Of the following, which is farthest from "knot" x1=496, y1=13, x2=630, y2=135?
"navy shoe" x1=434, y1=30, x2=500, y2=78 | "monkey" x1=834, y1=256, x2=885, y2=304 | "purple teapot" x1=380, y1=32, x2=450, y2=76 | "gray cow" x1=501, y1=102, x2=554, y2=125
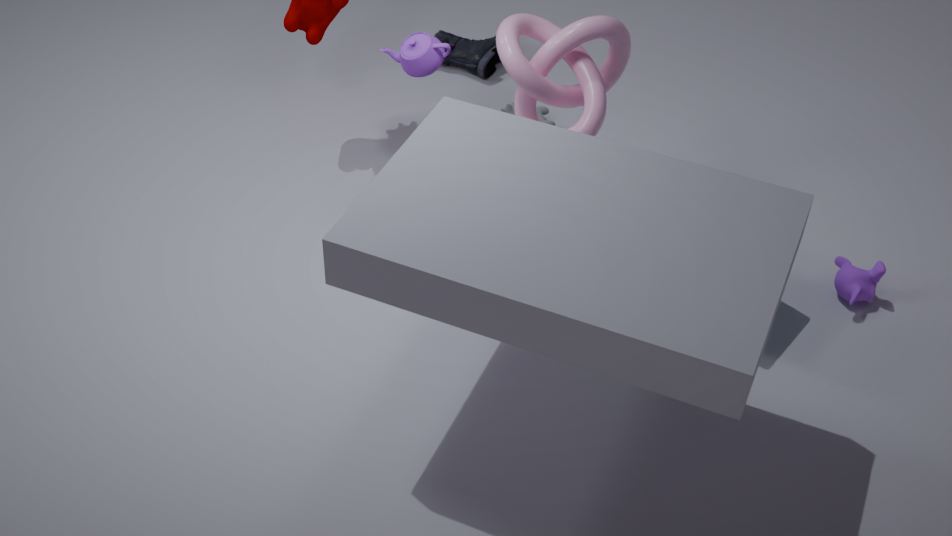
"navy shoe" x1=434, y1=30, x2=500, y2=78
